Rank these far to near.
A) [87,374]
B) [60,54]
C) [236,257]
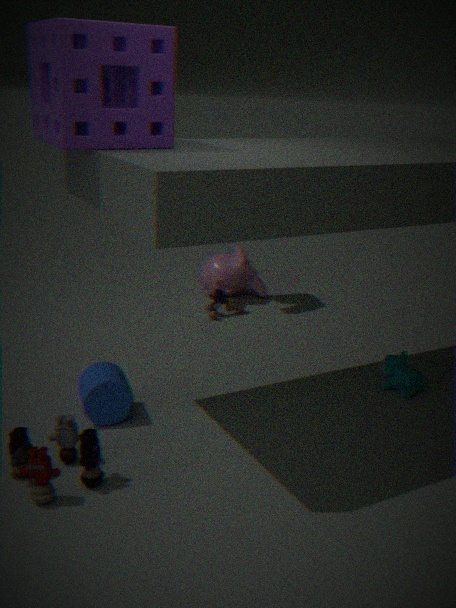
[236,257] < [87,374] < [60,54]
